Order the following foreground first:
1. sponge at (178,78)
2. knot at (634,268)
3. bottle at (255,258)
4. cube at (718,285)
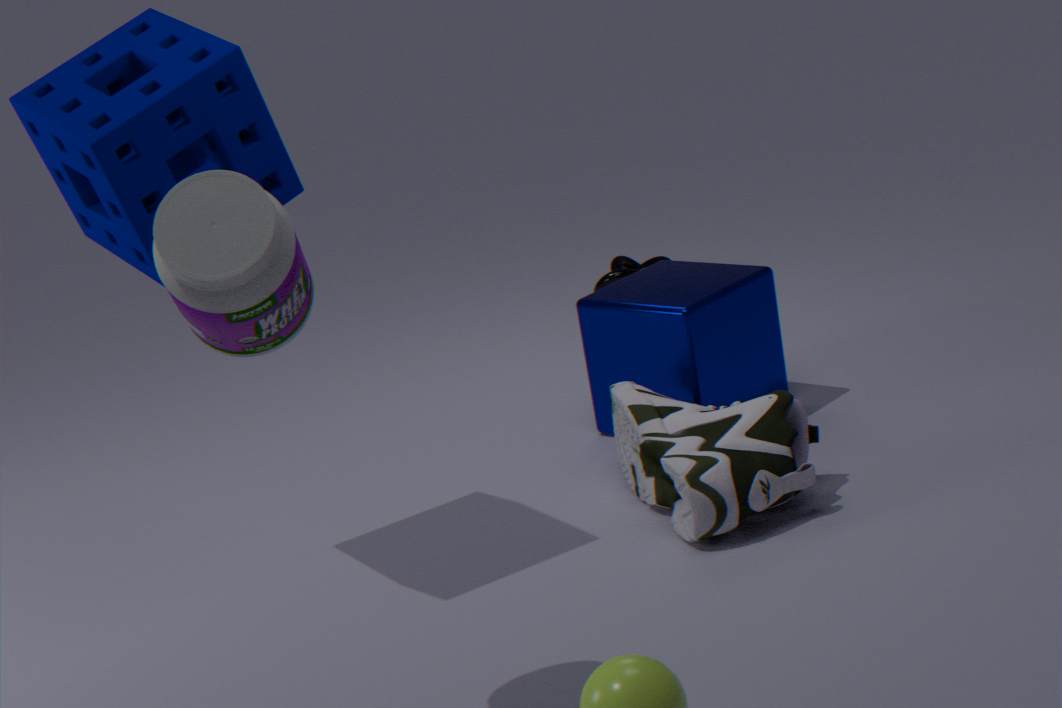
bottle at (255,258) < sponge at (178,78) < cube at (718,285) < knot at (634,268)
